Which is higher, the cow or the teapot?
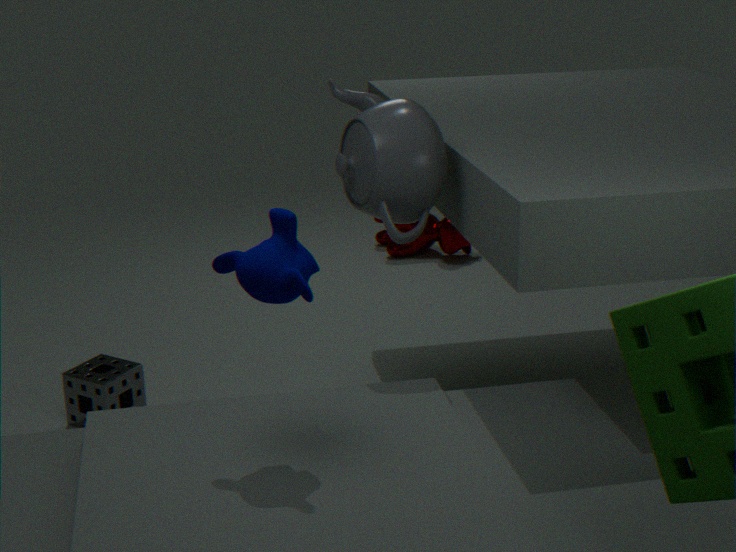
the teapot
